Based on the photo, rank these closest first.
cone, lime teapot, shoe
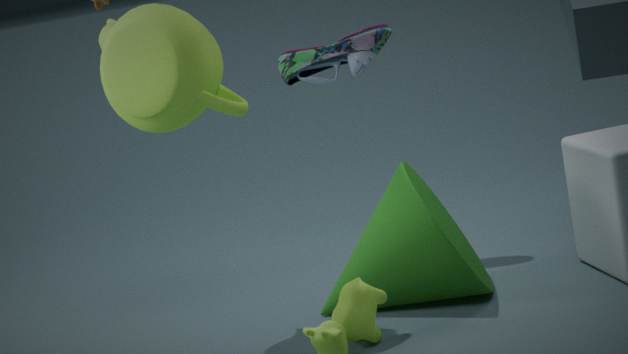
lime teapot < cone < shoe
